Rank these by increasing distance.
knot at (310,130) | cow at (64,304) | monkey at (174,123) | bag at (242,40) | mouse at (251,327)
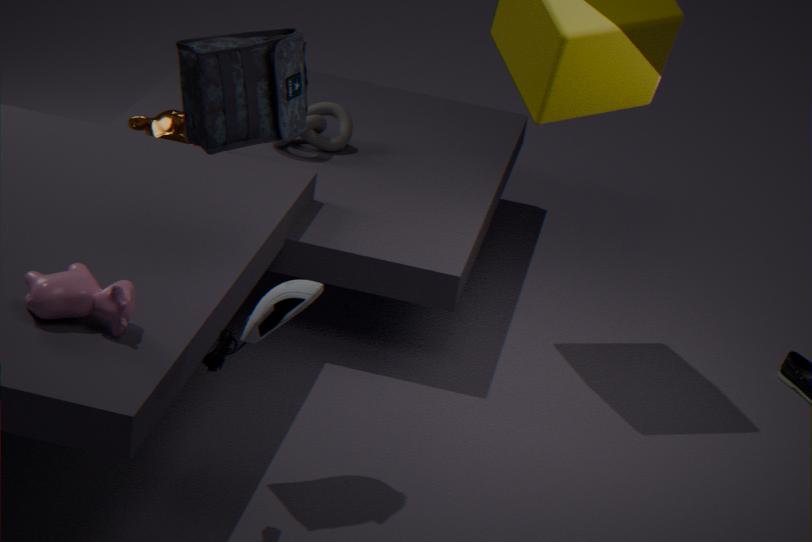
1. mouse at (251,327)
2. cow at (64,304)
3. bag at (242,40)
4. monkey at (174,123)
5. knot at (310,130)
